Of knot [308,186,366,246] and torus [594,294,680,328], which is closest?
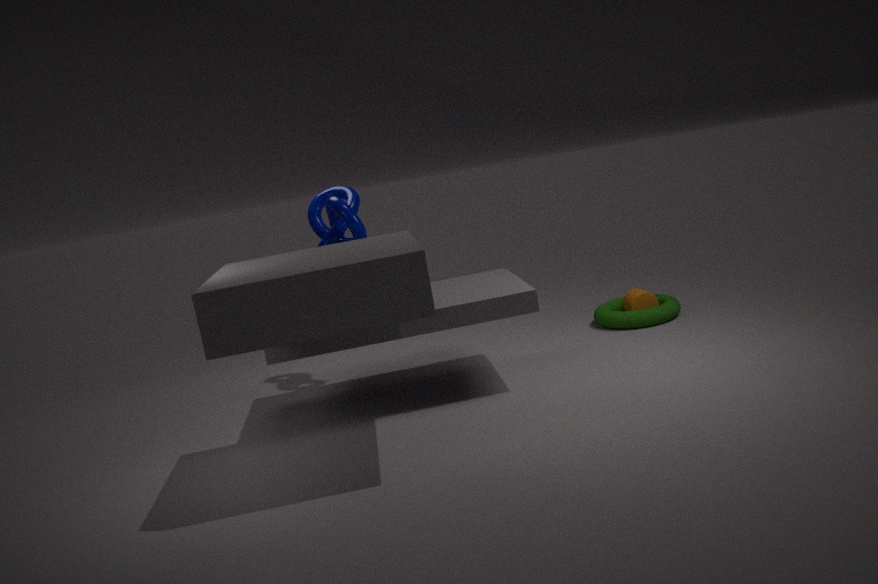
knot [308,186,366,246]
